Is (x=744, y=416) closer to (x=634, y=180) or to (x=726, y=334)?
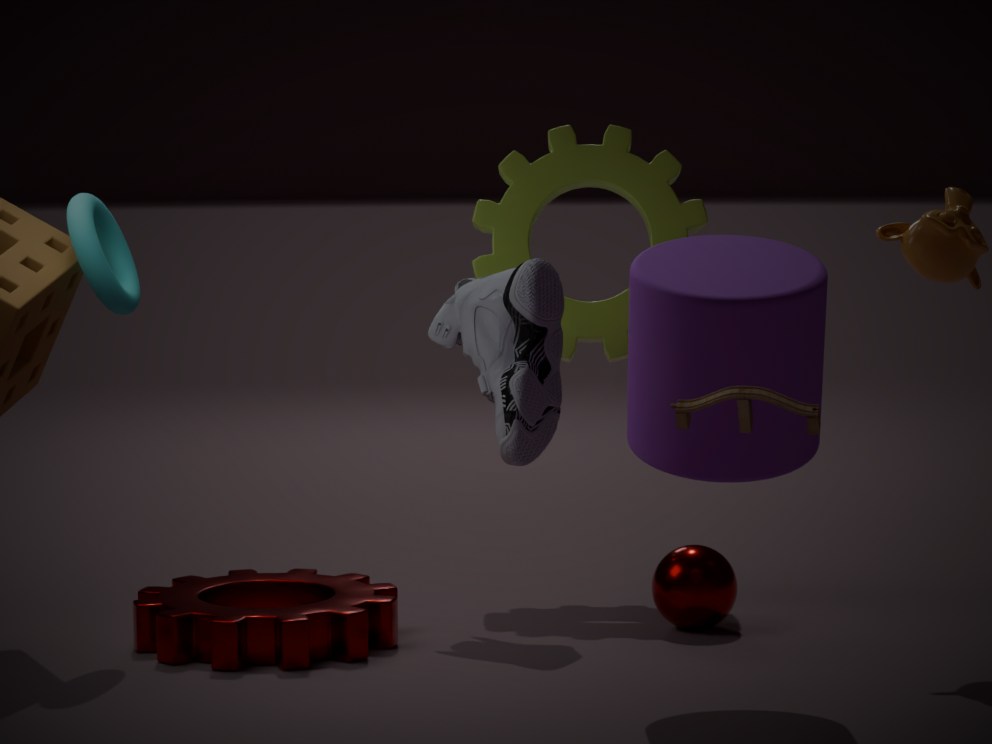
(x=726, y=334)
